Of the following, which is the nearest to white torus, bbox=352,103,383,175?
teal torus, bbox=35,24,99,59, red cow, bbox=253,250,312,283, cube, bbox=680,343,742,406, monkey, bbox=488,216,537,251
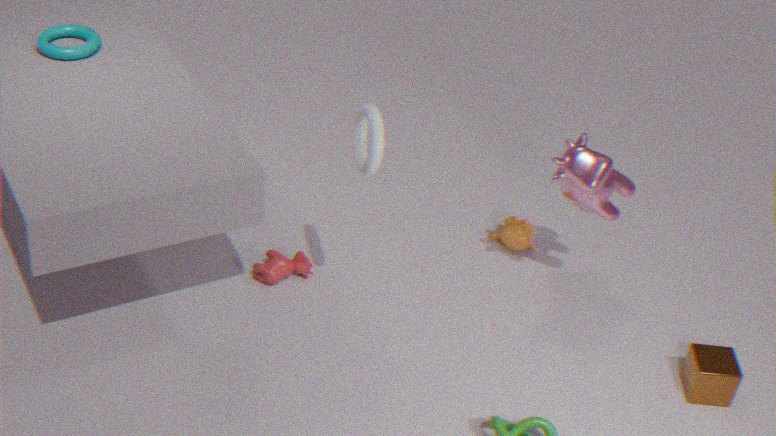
red cow, bbox=253,250,312,283
